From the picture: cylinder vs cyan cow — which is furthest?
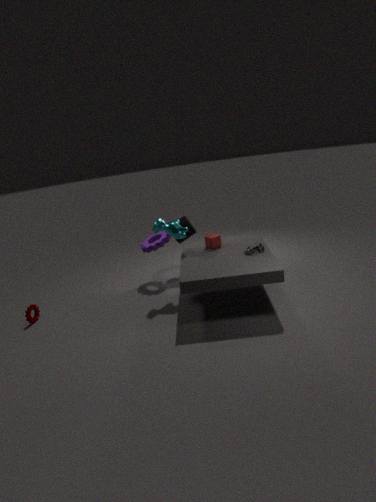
cylinder
